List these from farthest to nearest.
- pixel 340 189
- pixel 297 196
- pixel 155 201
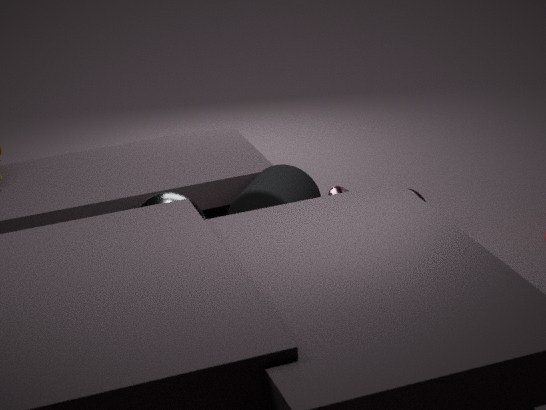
pixel 340 189 < pixel 297 196 < pixel 155 201
